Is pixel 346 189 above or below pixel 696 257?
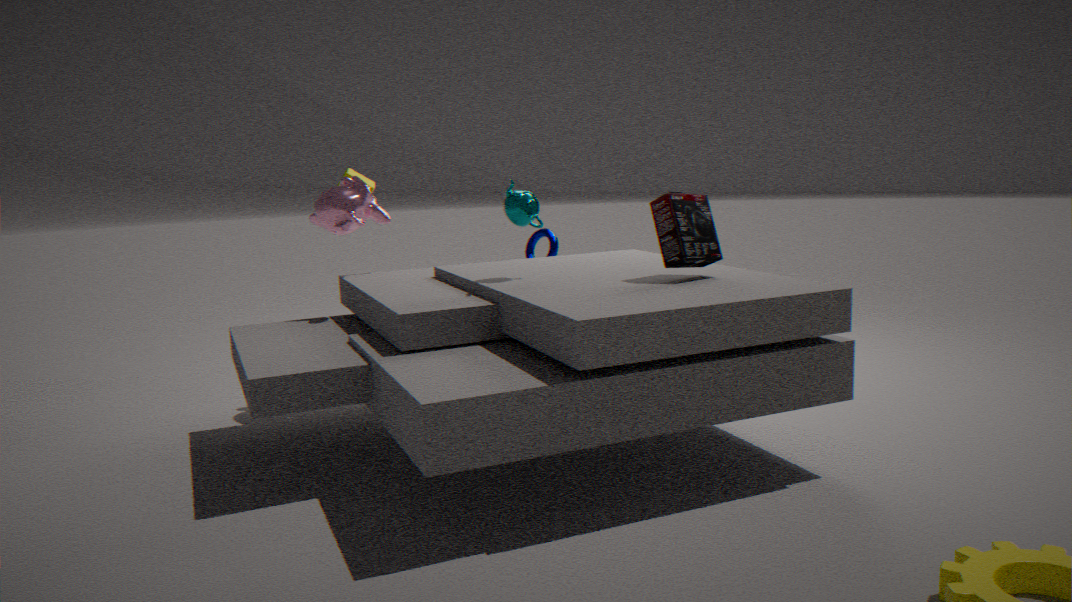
above
